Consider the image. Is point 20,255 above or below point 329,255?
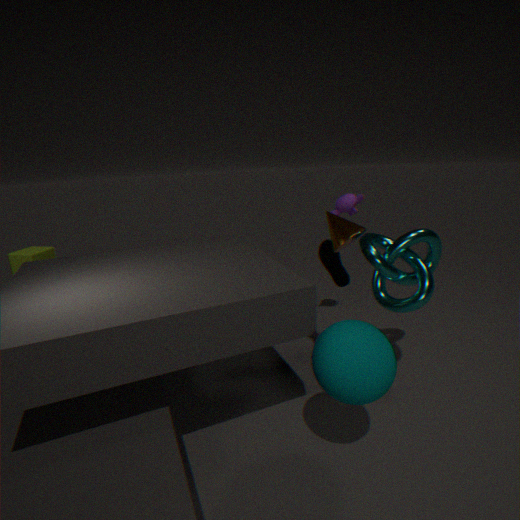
below
